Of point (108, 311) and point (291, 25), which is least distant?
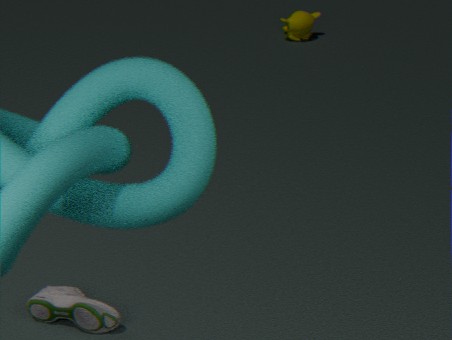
point (108, 311)
